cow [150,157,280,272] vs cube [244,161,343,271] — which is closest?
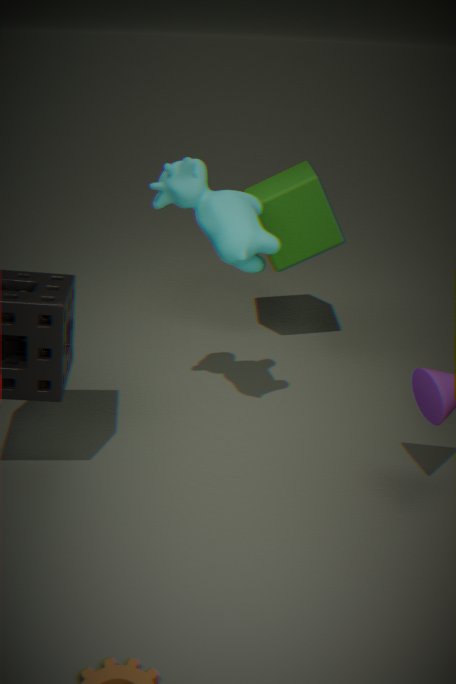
cow [150,157,280,272]
